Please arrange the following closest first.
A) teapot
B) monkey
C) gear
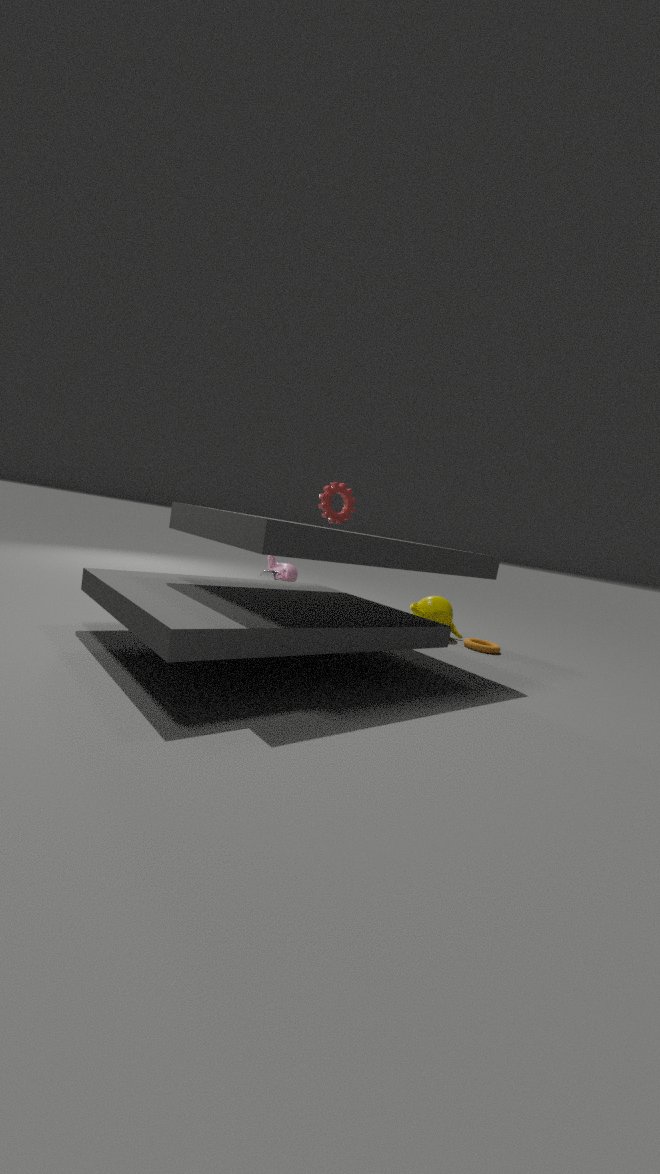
gear < teapot < monkey
